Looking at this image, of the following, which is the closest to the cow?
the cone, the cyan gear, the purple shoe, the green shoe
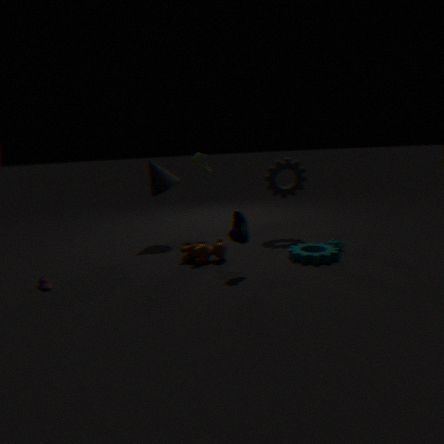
the purple shoe
